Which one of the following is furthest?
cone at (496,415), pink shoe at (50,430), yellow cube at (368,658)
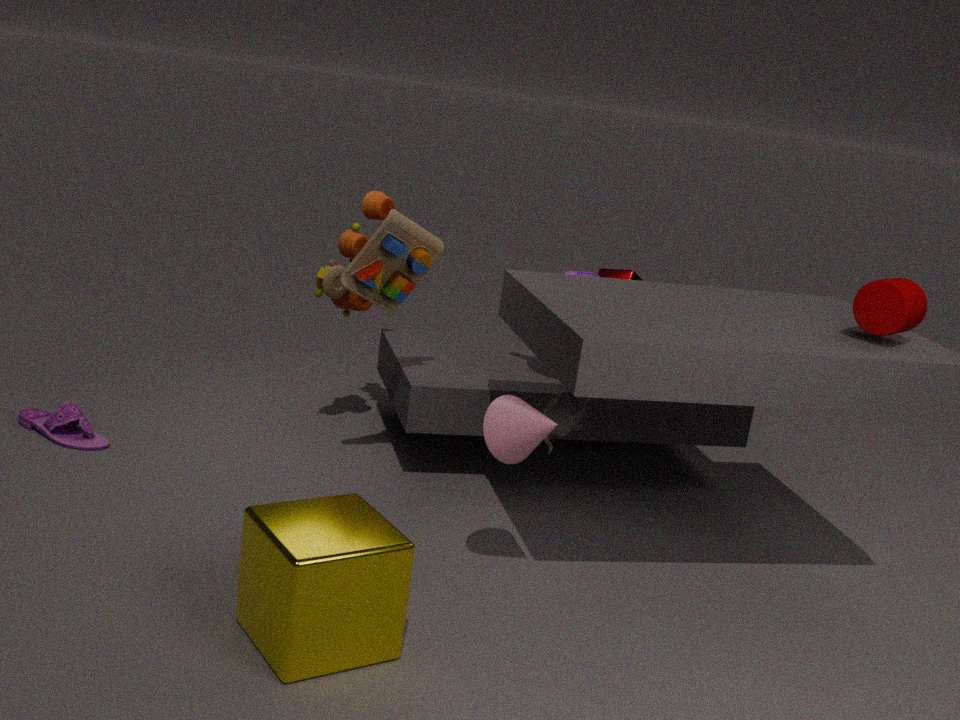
pink shoe at (50,430)
